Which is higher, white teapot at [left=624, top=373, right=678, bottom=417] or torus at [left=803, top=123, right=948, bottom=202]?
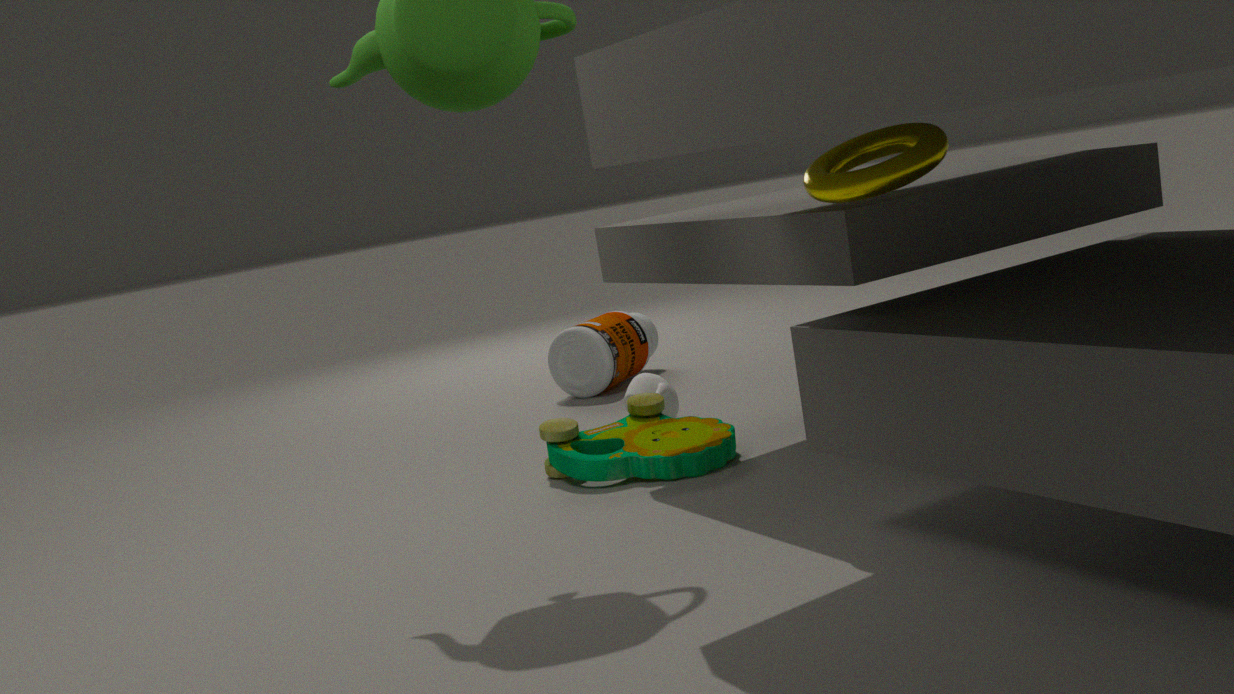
torus at [left=803, top=123, right=948, bottom=202]
